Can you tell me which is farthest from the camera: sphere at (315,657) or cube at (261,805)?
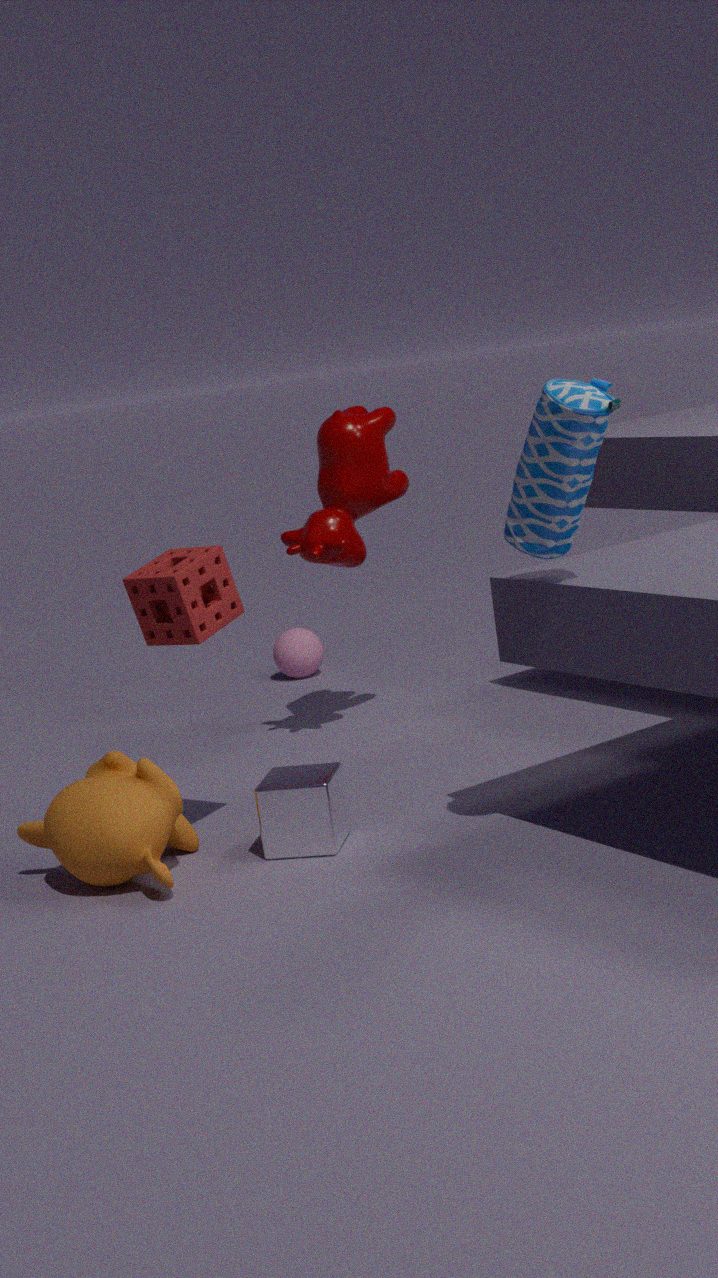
sphere at (315,657)
